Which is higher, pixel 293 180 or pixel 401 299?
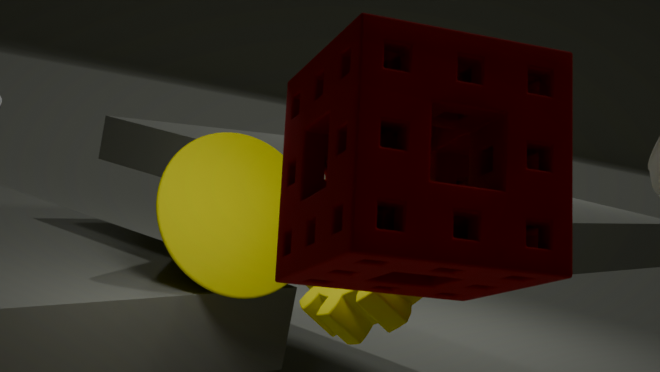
pixel 293 180
